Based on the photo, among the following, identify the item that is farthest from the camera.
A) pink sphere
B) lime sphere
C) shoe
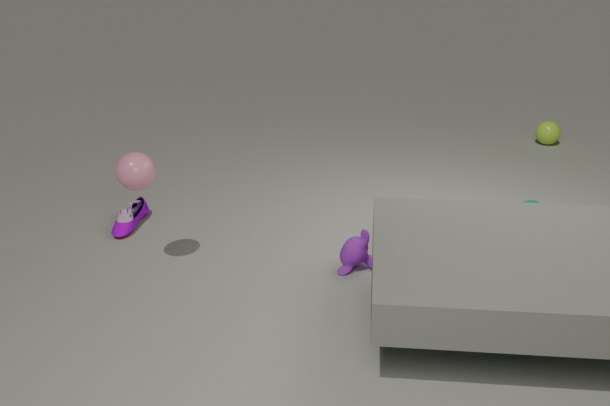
lime sphere
